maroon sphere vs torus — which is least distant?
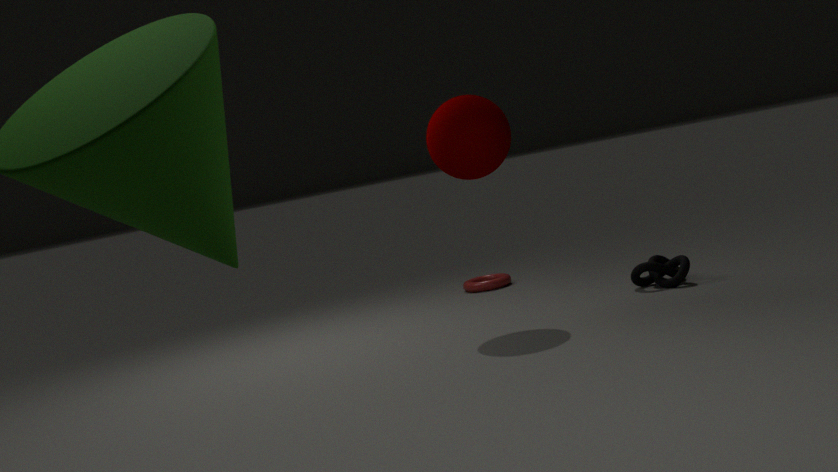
maroon sphere
